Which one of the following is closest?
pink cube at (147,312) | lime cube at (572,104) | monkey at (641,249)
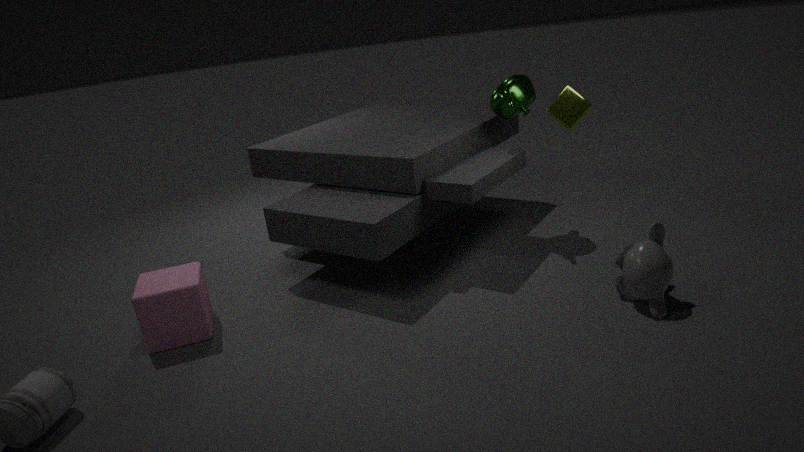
monkey at (641,249)
